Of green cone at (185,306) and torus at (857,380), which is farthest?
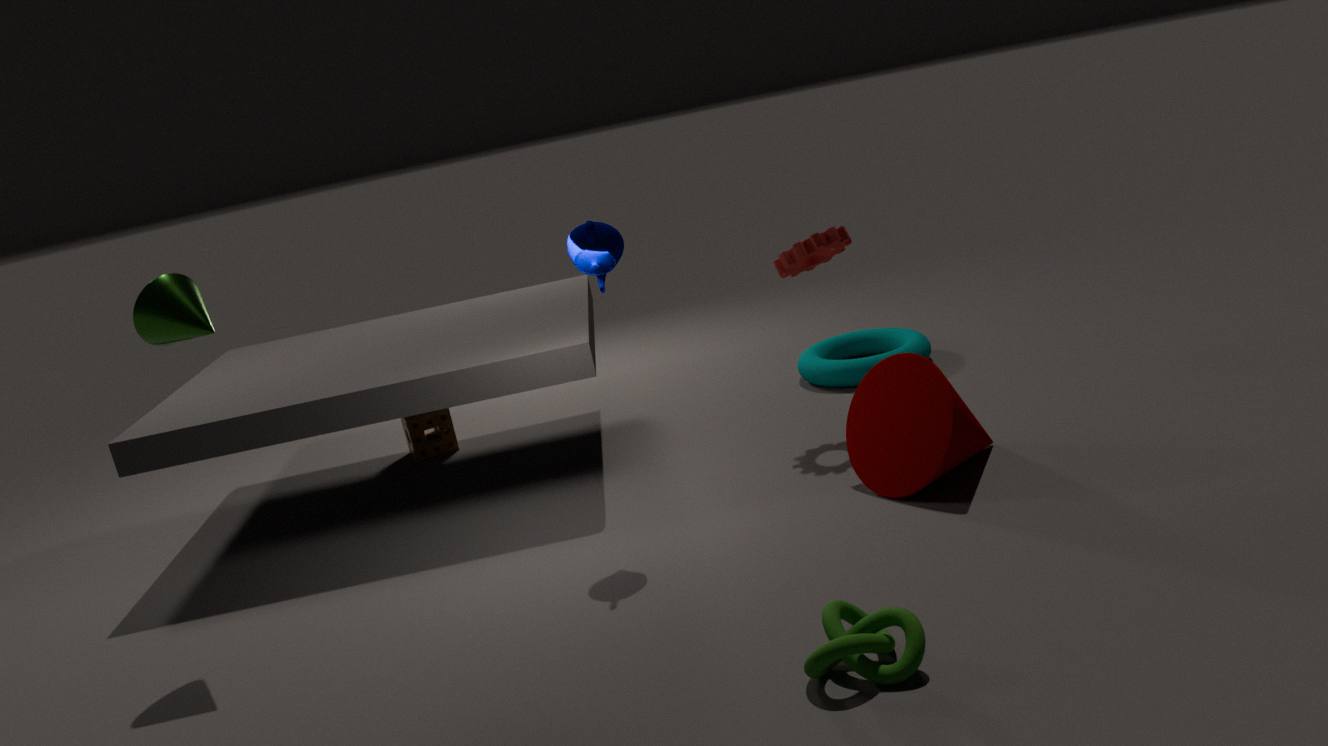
torus at (857,380)
